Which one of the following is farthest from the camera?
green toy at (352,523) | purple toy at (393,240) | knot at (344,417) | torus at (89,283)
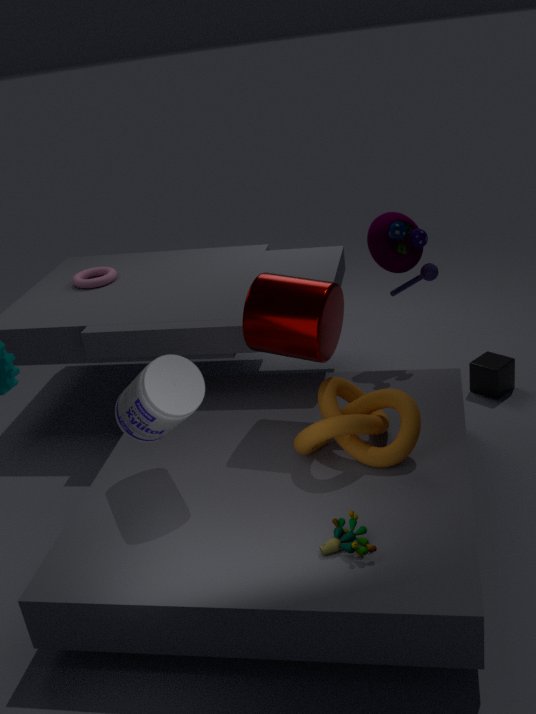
torus at (89,283)
